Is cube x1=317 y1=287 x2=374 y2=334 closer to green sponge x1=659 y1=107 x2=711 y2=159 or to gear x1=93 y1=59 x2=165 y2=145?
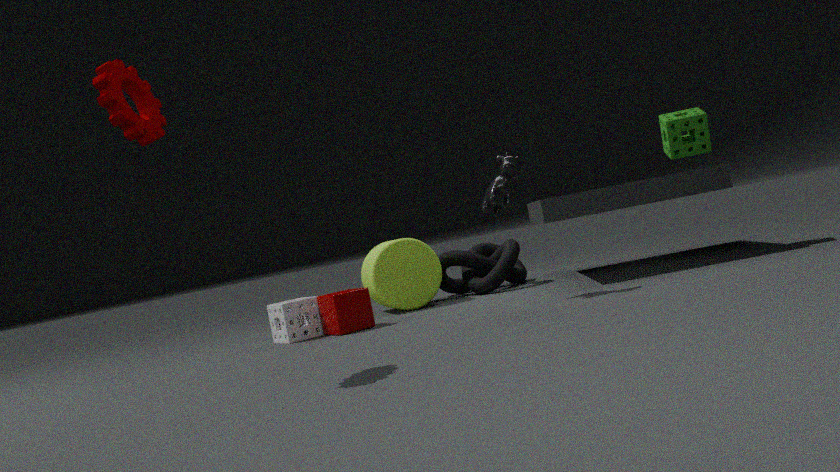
gear x1=93 y1=59 x2=165 y2=145
